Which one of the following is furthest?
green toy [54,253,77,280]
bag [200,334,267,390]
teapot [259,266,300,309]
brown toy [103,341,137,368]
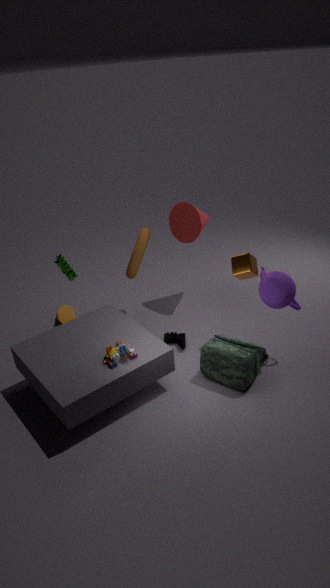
green toy [54,253,77,280]
